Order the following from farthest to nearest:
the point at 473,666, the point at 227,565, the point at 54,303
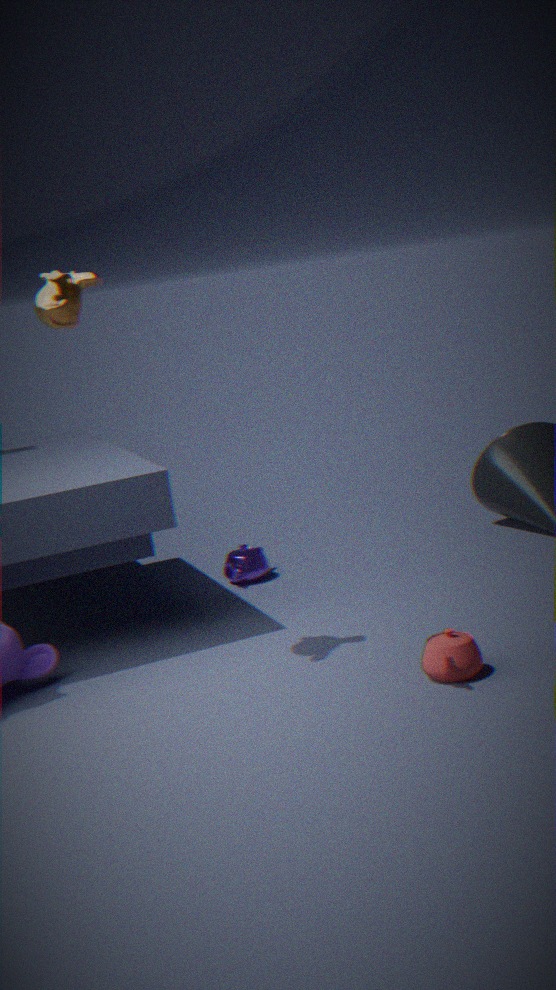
the point at 227,565 → the point at 54,303 → the point at 473,666
